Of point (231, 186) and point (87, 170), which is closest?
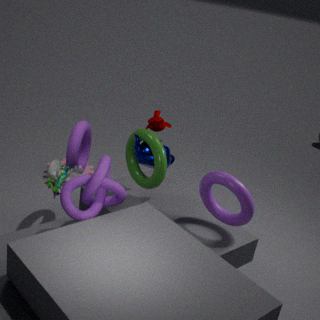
point (231, 186)
